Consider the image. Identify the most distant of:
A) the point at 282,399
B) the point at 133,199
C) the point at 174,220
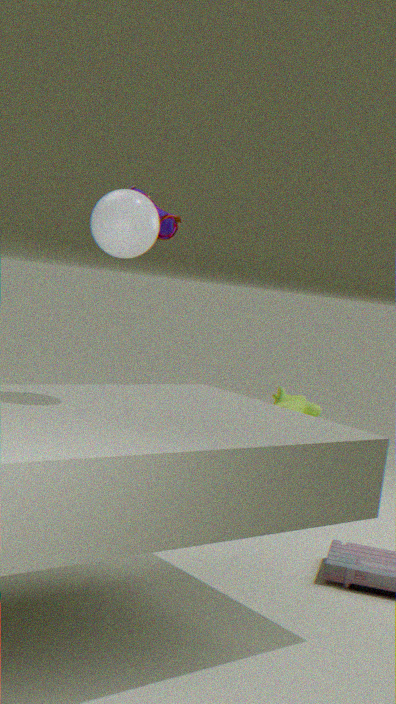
the point at 282,399
